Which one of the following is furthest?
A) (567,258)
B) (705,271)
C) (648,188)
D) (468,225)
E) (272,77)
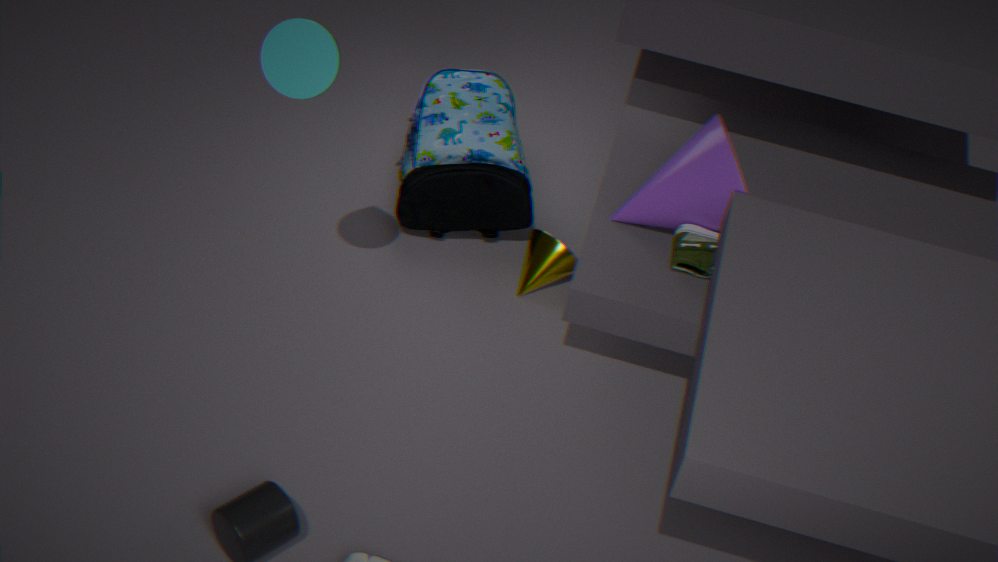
(468,225)
